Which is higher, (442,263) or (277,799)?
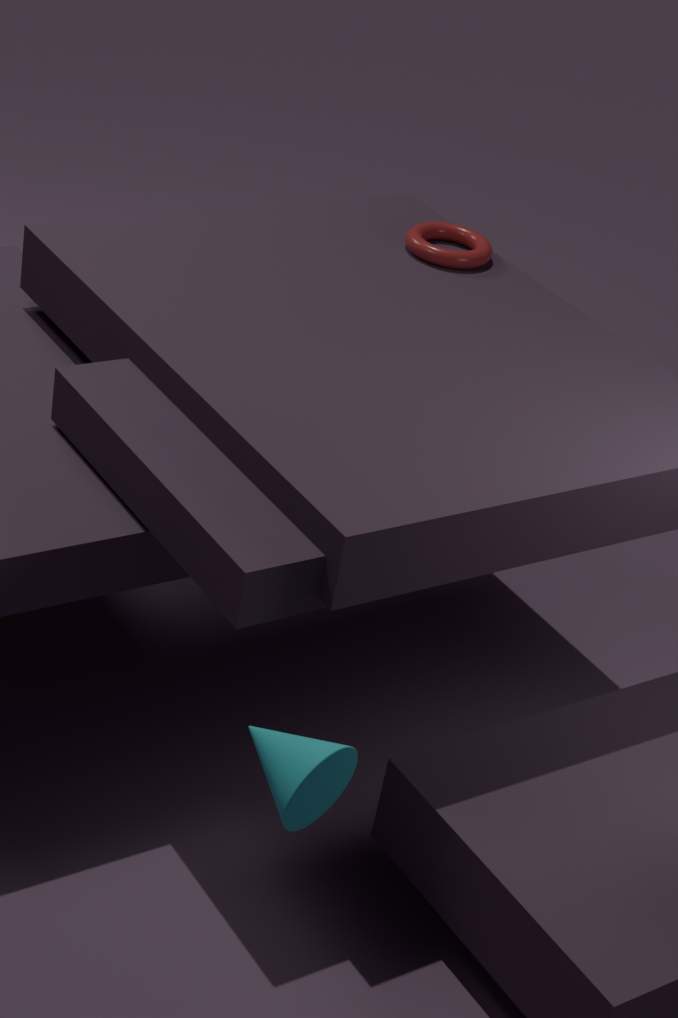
(442,263)
